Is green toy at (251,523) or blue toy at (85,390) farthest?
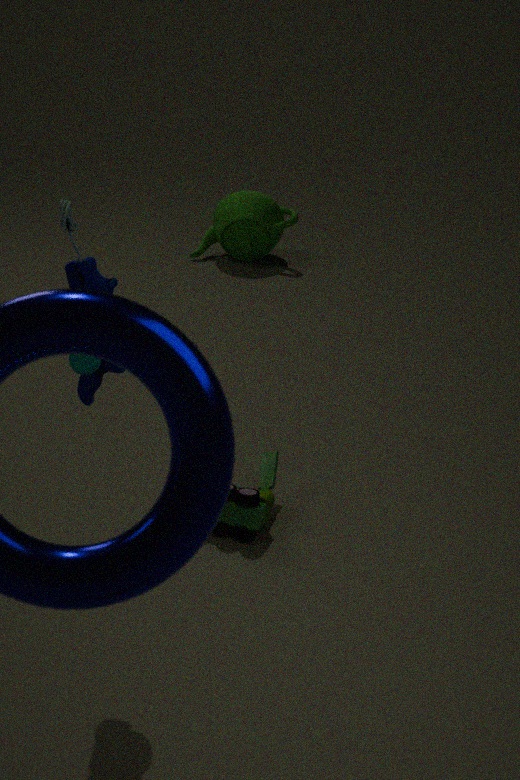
green toy at (251,523)
